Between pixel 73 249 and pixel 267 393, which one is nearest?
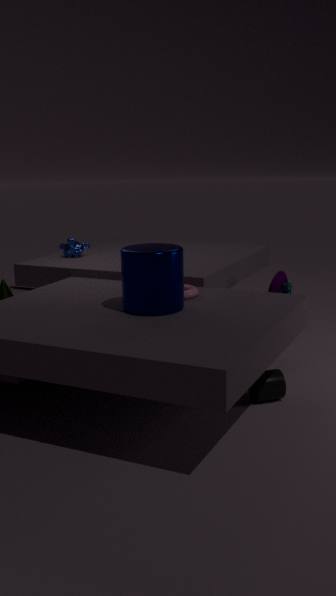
pixel 267 393
